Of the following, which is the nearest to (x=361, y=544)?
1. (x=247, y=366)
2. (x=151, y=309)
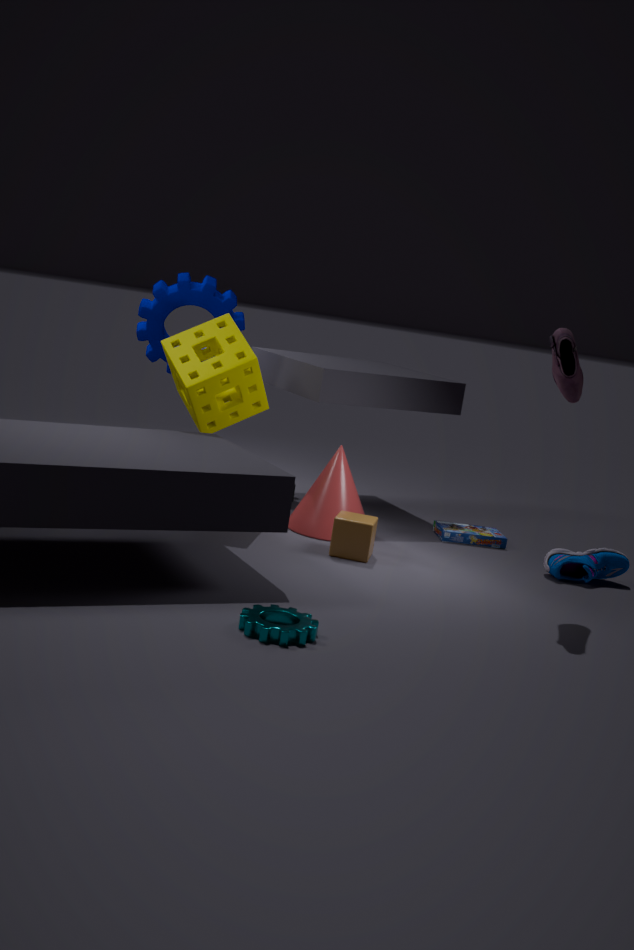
(x=247, y=366)
